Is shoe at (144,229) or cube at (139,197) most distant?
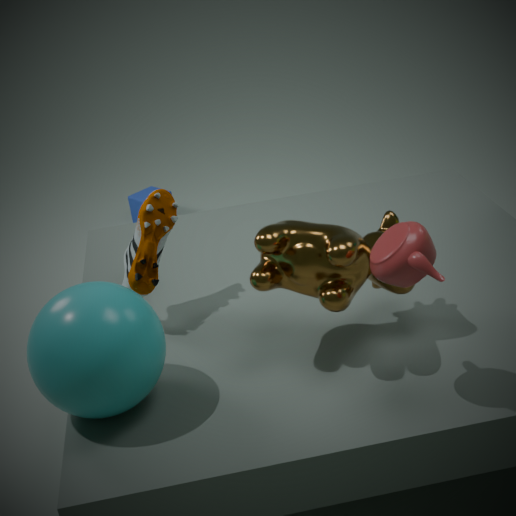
cube at (139,197)
